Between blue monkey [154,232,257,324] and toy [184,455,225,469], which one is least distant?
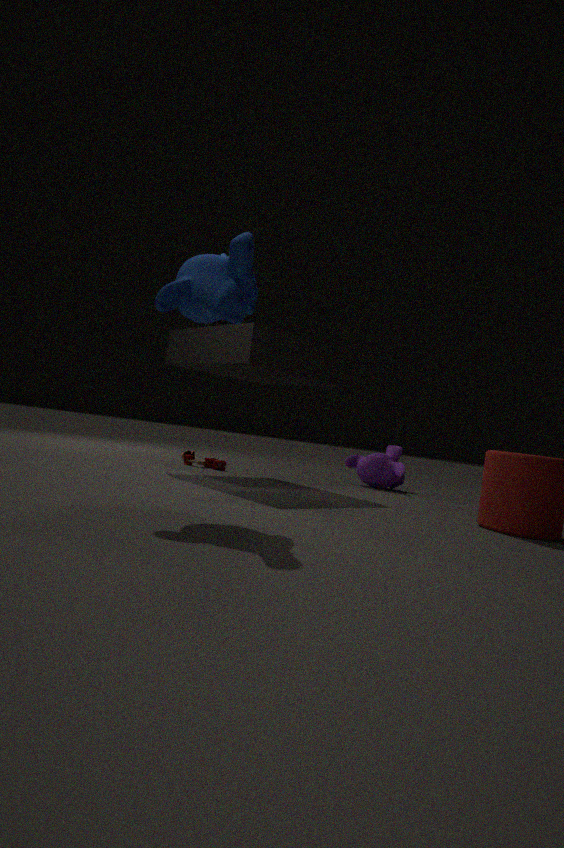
blue monkey [154,232,257,324]
